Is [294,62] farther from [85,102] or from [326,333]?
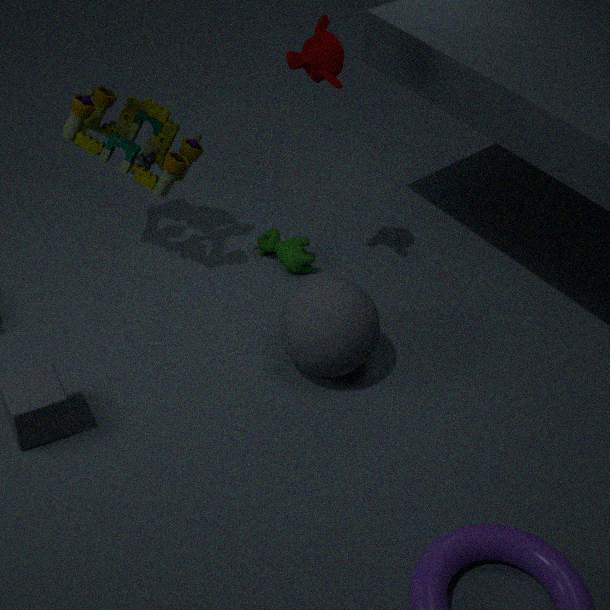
[326,333]
